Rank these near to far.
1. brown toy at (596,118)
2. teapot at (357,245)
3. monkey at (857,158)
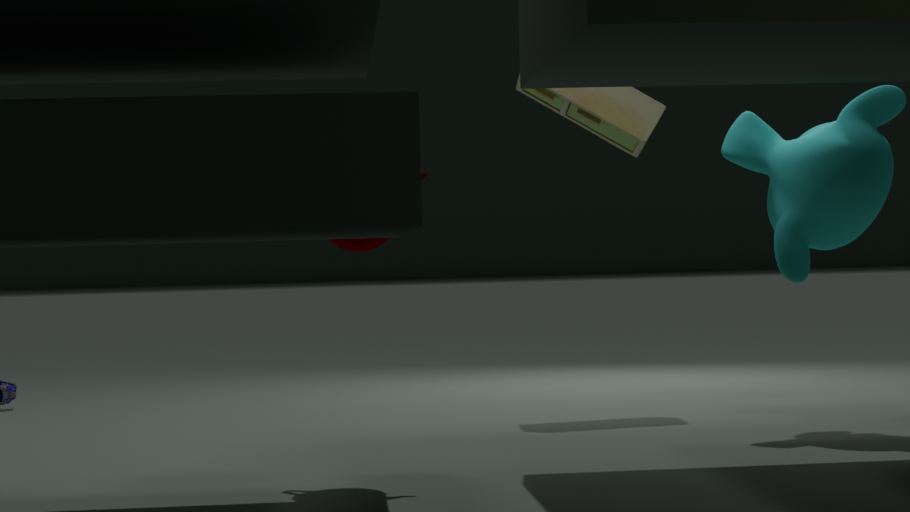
teapot at (357,245)
monkey at (857,158)
brown toy at (596,118)
